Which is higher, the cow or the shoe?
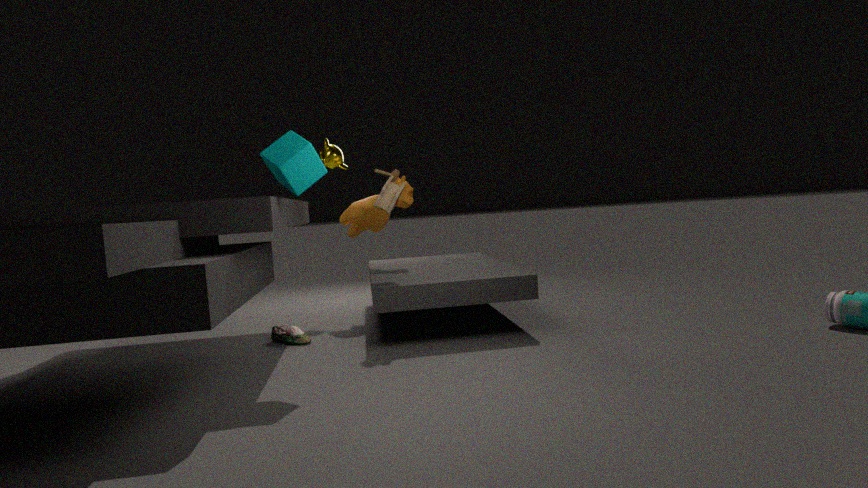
the cow
